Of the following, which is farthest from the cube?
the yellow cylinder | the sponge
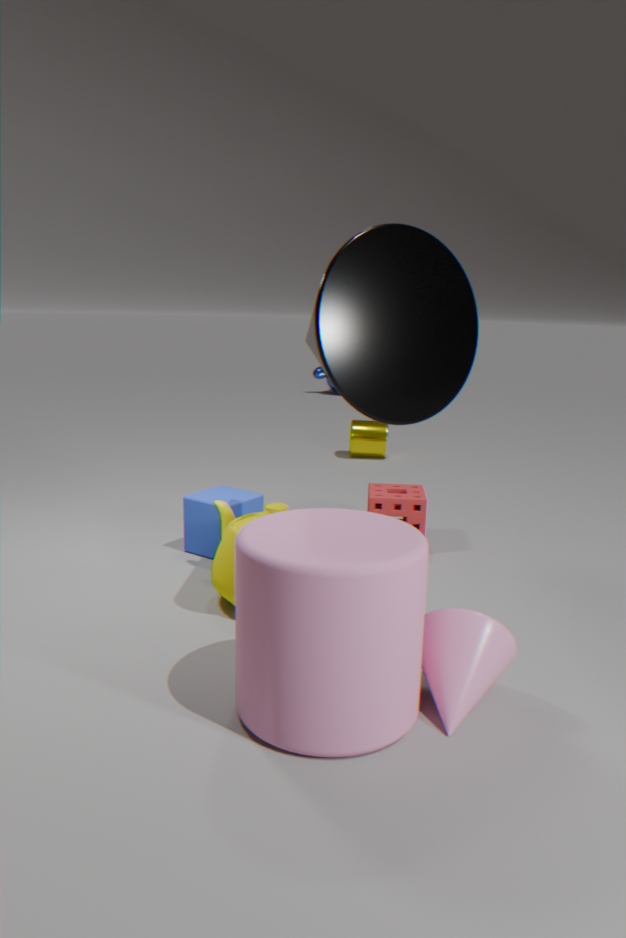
the yellow cylinder
